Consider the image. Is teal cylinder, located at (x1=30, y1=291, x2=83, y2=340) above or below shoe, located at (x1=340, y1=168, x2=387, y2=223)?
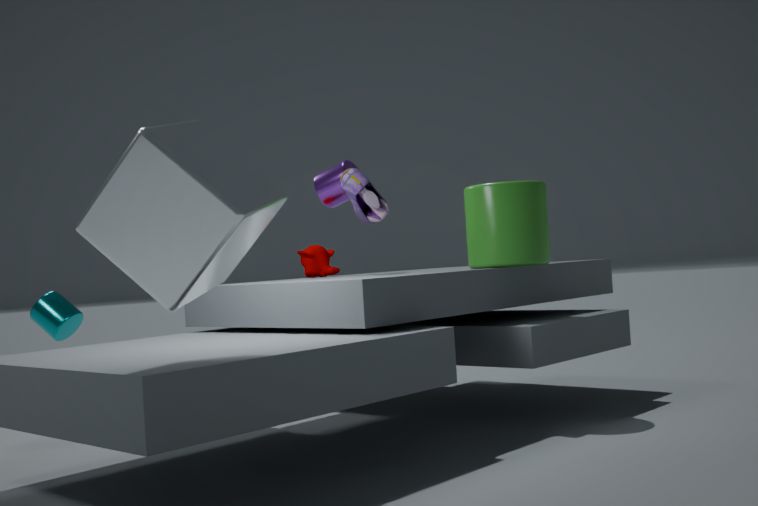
below
